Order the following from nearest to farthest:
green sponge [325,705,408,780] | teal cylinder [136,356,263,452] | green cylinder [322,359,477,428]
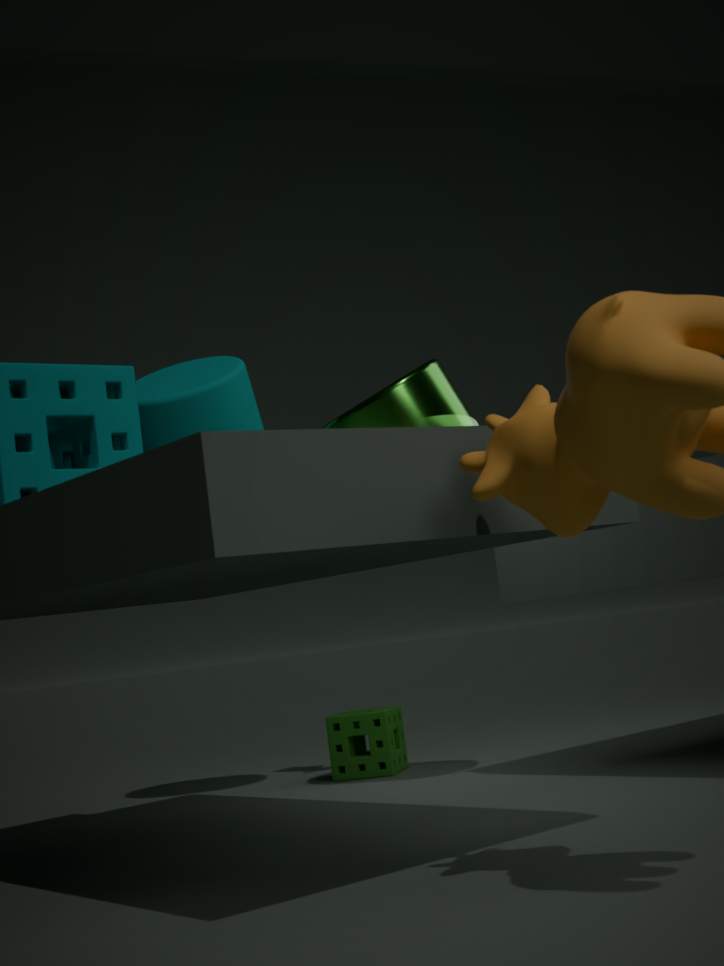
green cylinder [322,359,477,428] → teal cylinder [136,356,263,452] → green sponge [325,705,408,780]
